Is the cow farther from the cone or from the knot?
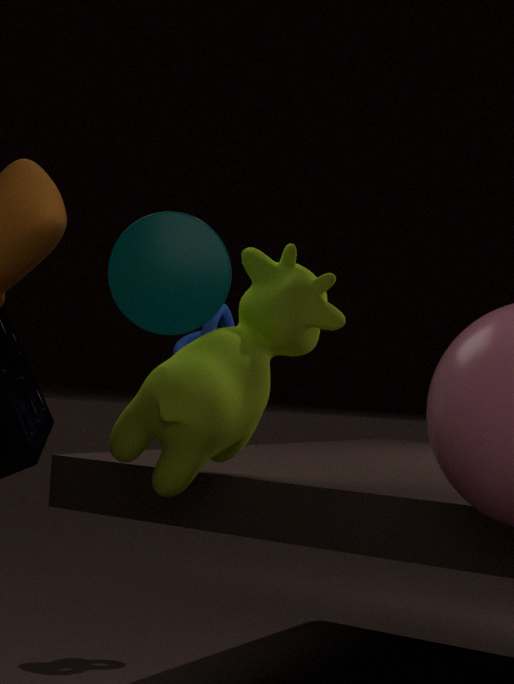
the knot
